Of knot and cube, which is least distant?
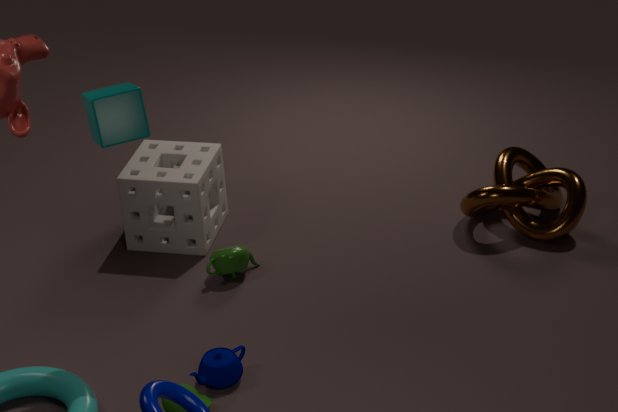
cube
